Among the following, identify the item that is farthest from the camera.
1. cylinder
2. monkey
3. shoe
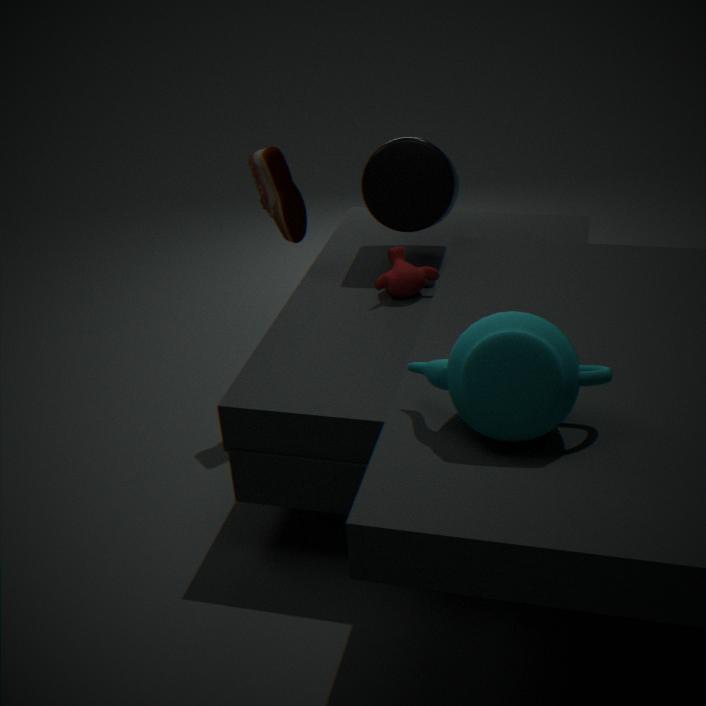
cylinder
